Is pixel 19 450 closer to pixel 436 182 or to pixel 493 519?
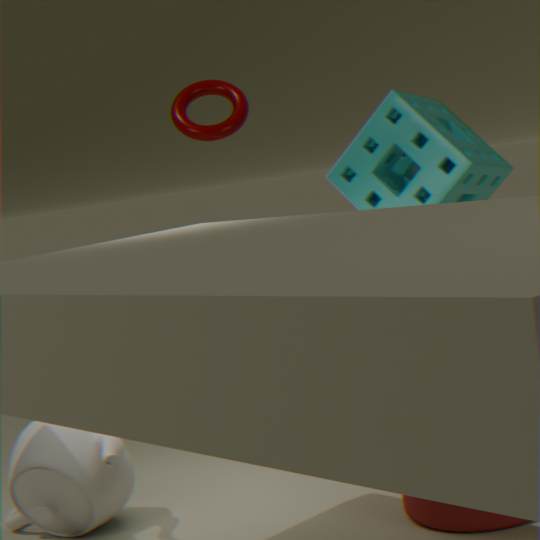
pixel 493 519
